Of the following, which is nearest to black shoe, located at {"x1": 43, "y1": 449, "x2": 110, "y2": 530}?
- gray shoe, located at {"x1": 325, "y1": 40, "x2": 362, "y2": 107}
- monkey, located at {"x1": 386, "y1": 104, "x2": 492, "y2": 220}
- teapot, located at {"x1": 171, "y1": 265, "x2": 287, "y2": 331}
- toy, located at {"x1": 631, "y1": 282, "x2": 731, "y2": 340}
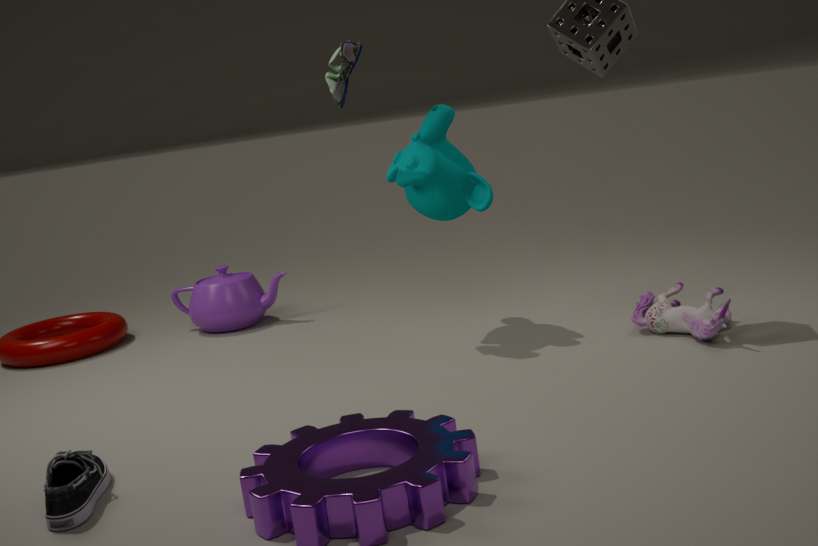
monkey, located at {"x1": 386, "y1": 104, "x2": 492, "y2": 220}
